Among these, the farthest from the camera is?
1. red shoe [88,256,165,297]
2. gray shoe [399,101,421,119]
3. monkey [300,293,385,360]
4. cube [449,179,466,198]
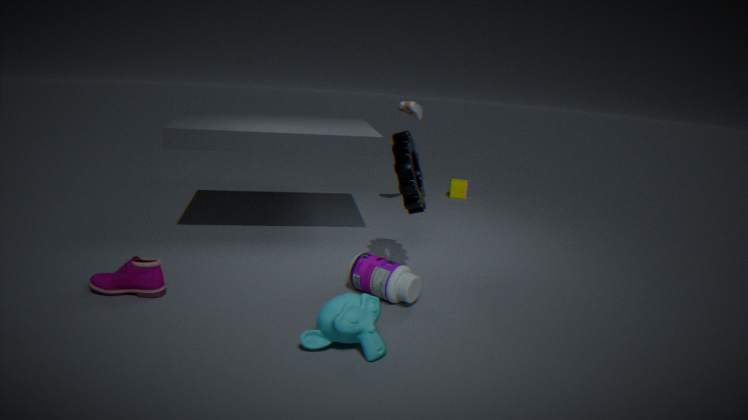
cube [449,179,466,198]
